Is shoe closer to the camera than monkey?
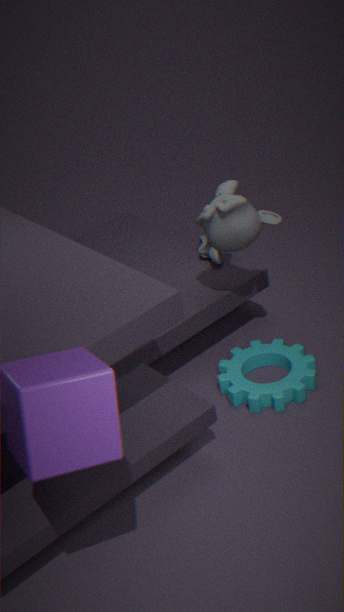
No
